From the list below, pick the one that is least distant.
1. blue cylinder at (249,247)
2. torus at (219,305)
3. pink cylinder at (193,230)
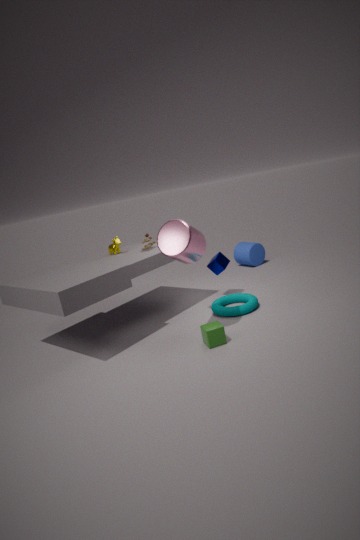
pink cylinder at (193,230)
